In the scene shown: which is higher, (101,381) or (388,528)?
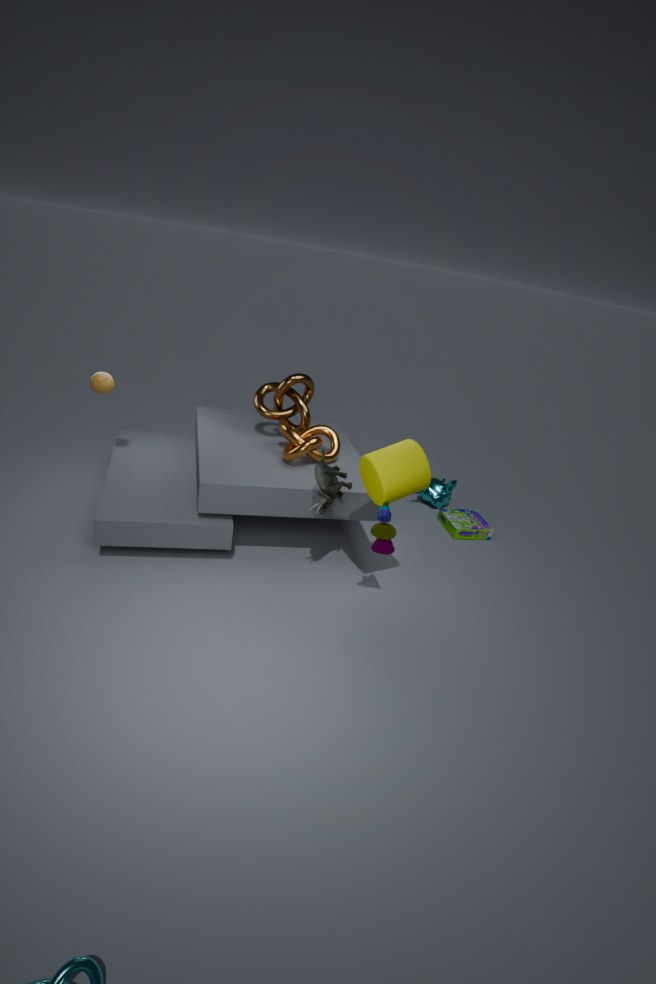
(101,381)
